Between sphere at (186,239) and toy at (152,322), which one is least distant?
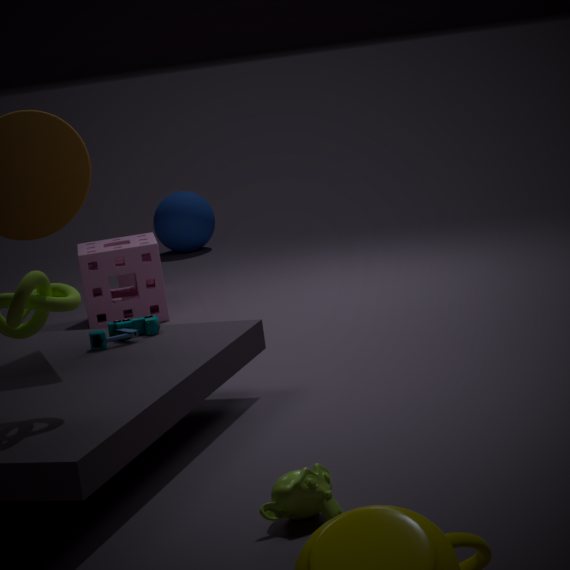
toy at (152,322)
